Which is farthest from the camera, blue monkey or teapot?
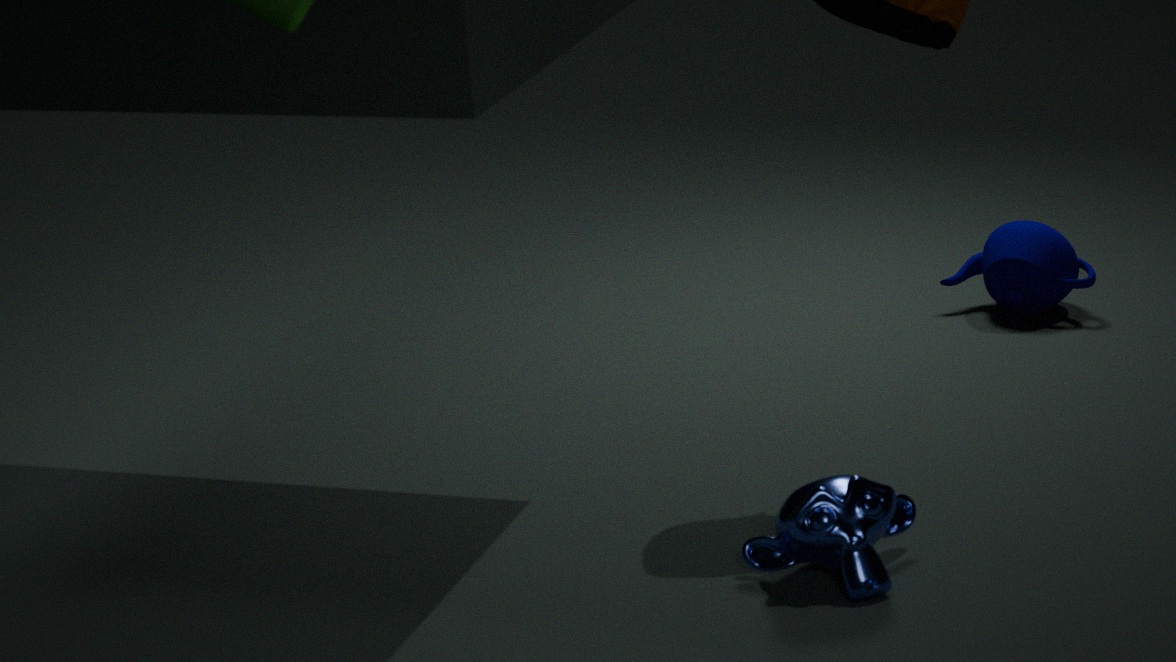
teapot
